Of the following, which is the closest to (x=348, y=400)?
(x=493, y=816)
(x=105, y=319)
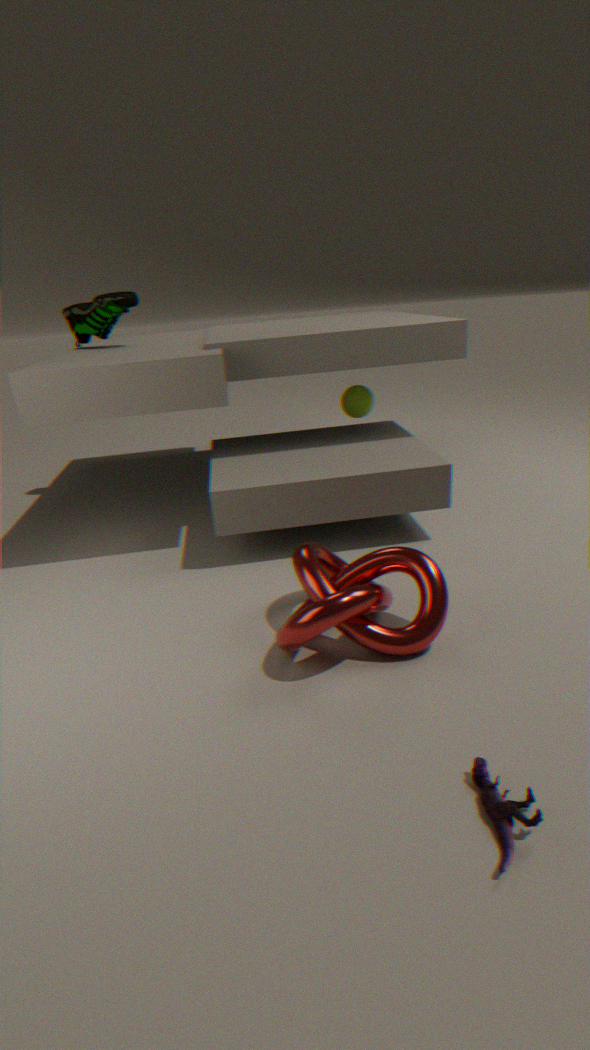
(x=105, y=319)
